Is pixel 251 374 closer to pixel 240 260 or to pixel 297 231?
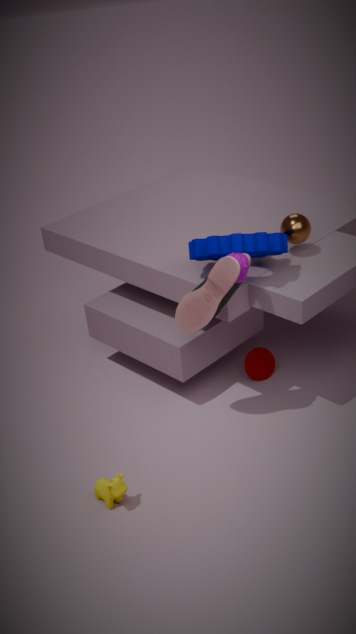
pixel 297 231
